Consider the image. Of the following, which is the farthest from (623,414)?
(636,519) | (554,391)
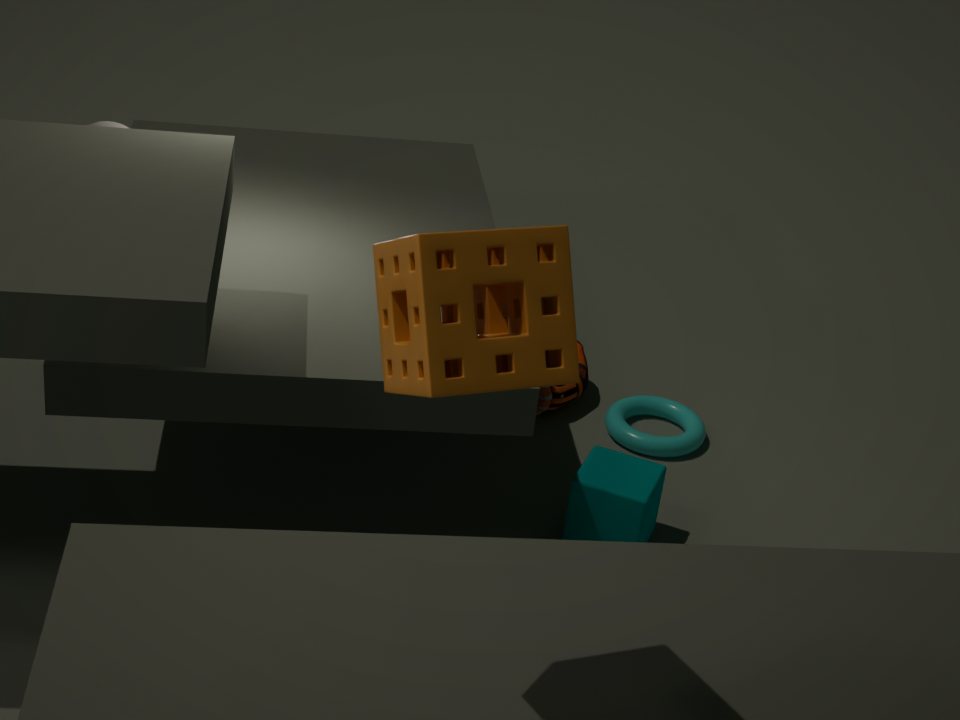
(636,519)
